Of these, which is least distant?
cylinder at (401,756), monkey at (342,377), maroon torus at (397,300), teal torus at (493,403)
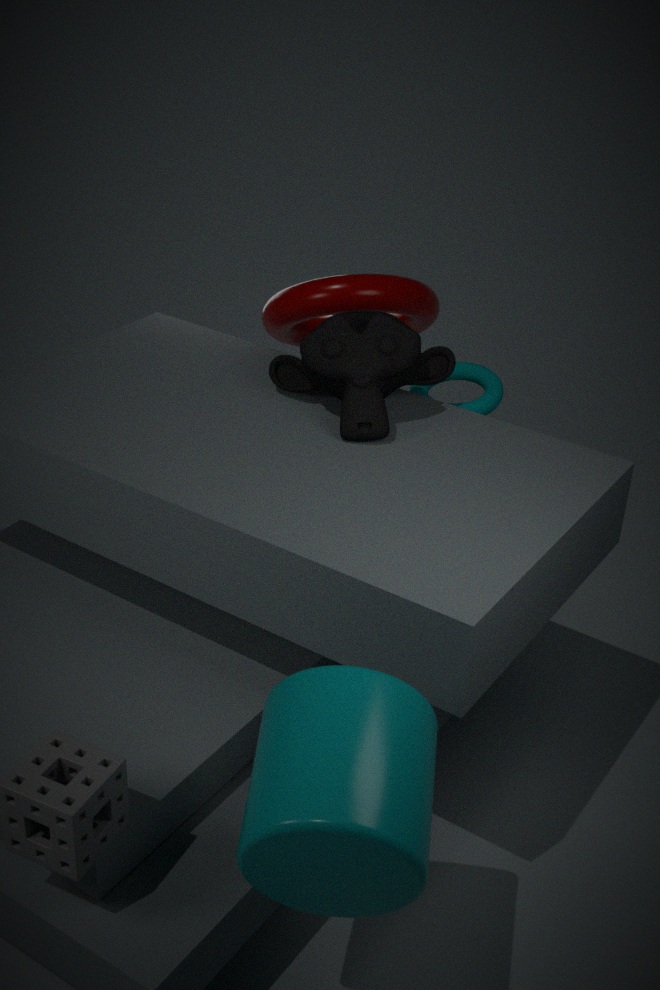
cylinder at (401,756)
